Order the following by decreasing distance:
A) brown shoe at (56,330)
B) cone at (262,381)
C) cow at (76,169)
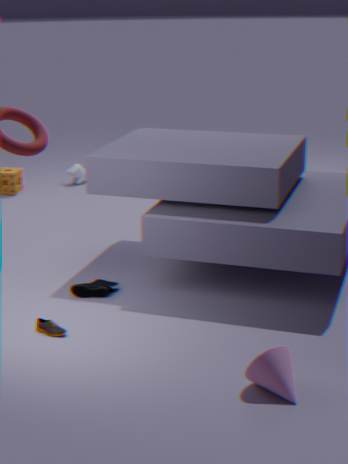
C. cow at (76,169) → A. brown shoe at (56,330) → B. cone at (262,381)
